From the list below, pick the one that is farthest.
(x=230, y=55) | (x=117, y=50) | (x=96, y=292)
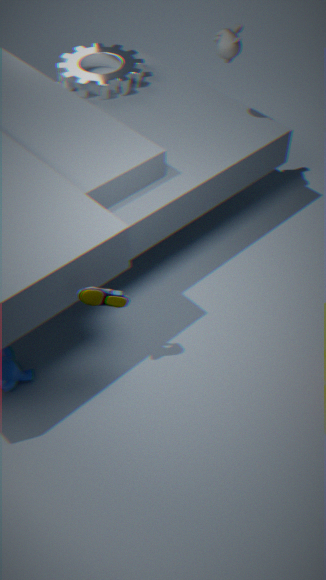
(x=117, y=50)
